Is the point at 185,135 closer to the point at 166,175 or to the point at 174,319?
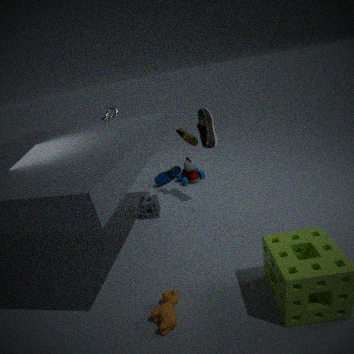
the point at 166,175
